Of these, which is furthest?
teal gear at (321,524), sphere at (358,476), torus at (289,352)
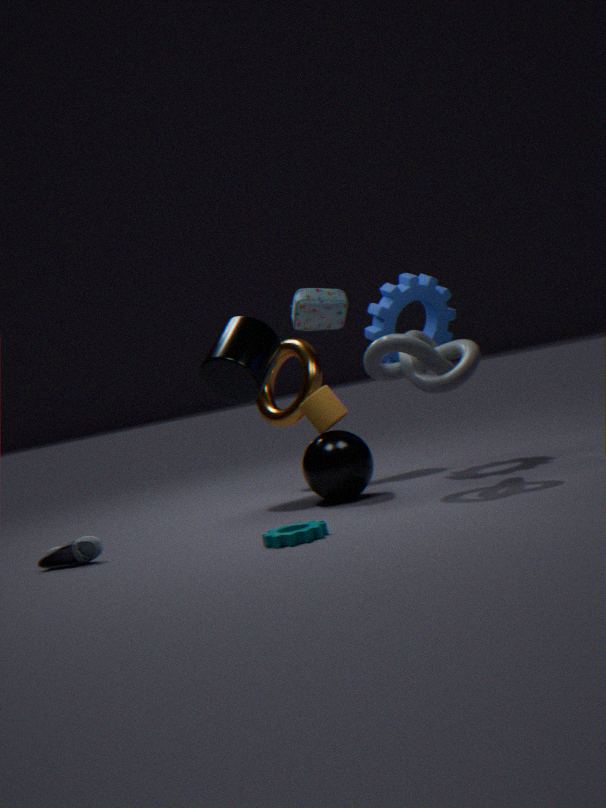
torus at (289,352)
